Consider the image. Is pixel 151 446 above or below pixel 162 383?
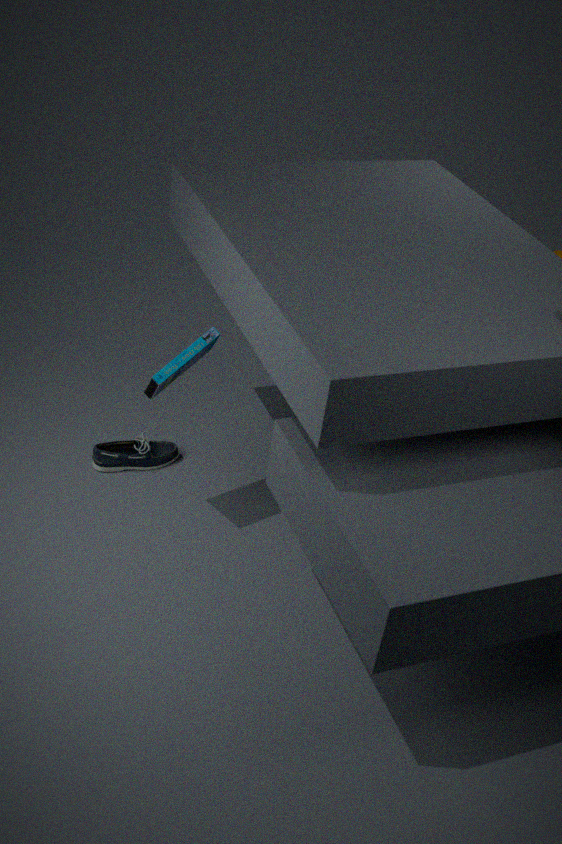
below
